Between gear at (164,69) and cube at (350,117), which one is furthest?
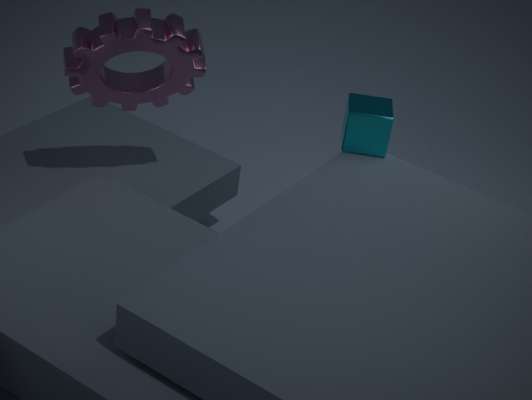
cube at (350,117)
